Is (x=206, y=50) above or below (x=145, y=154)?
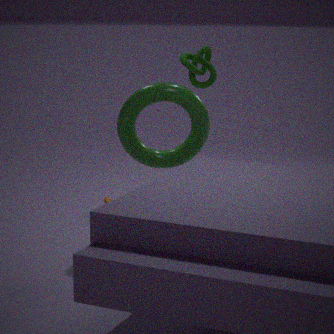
above
